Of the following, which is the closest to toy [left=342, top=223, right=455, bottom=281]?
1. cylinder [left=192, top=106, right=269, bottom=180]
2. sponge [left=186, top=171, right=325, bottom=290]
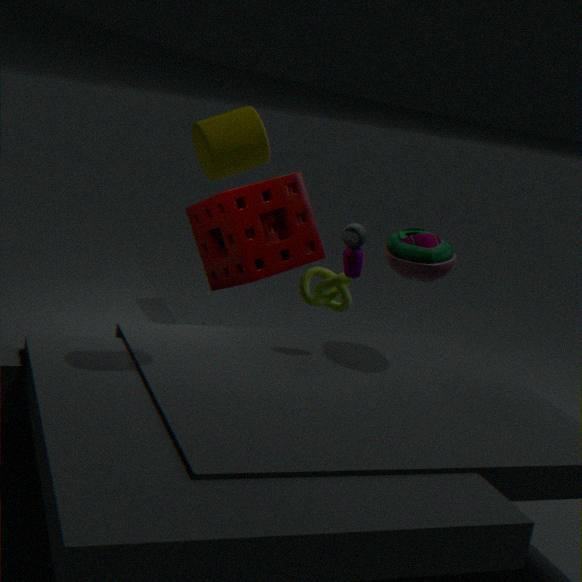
sponge [left=186, top=171, right=325, bottom=290]
